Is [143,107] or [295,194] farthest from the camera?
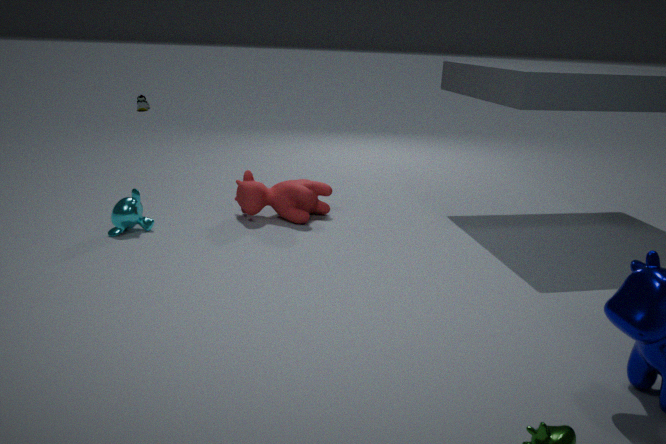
[143,107]
